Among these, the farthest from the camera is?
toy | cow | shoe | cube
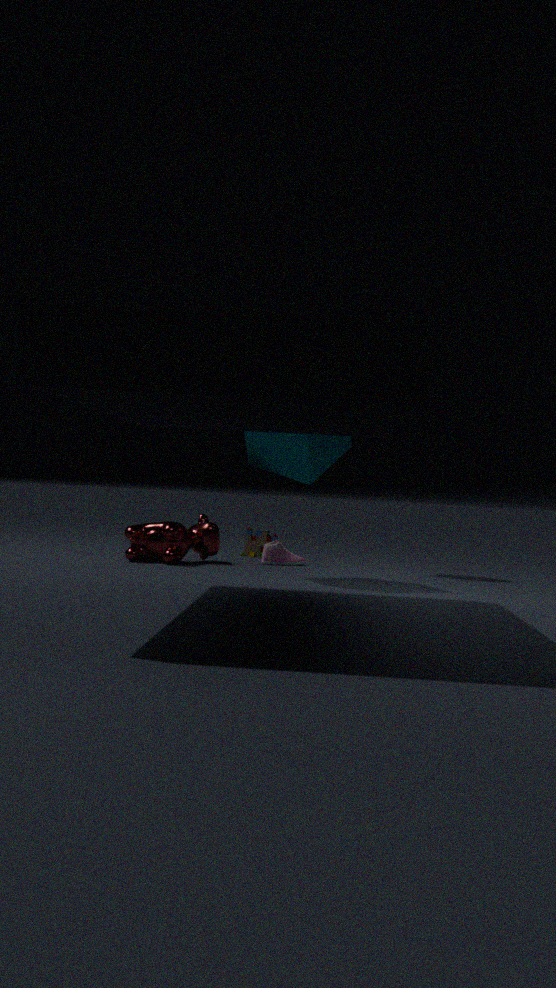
toy
